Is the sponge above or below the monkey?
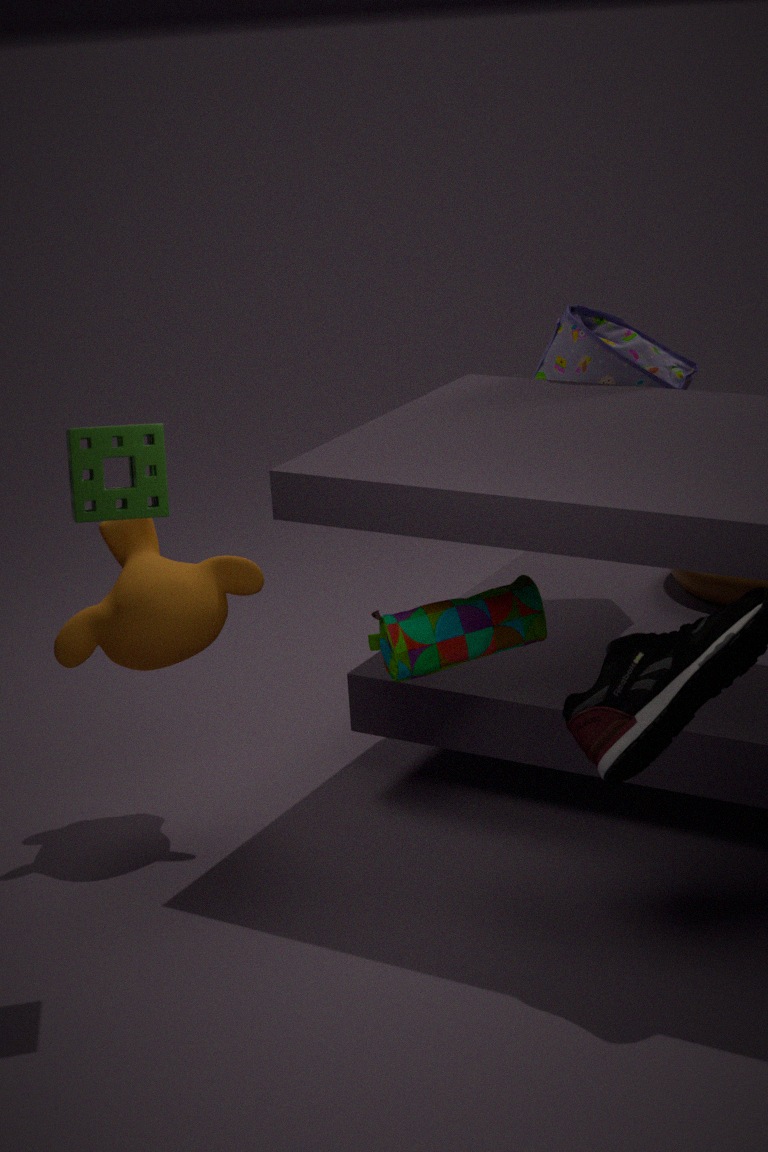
above
